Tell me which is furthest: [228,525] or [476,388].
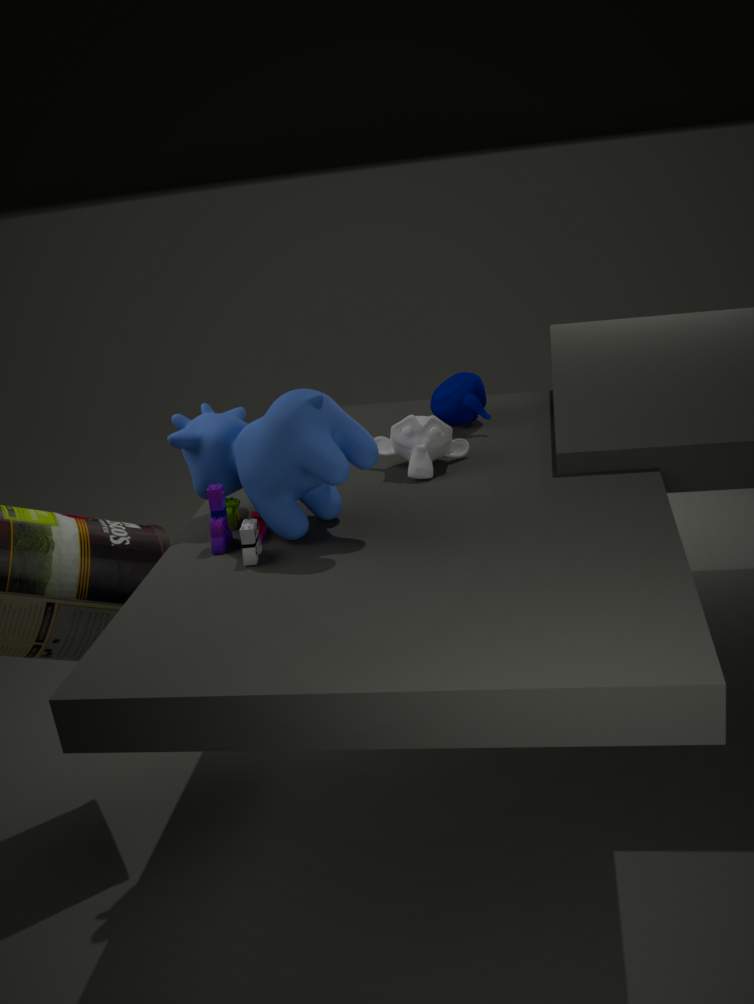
[476,388]
